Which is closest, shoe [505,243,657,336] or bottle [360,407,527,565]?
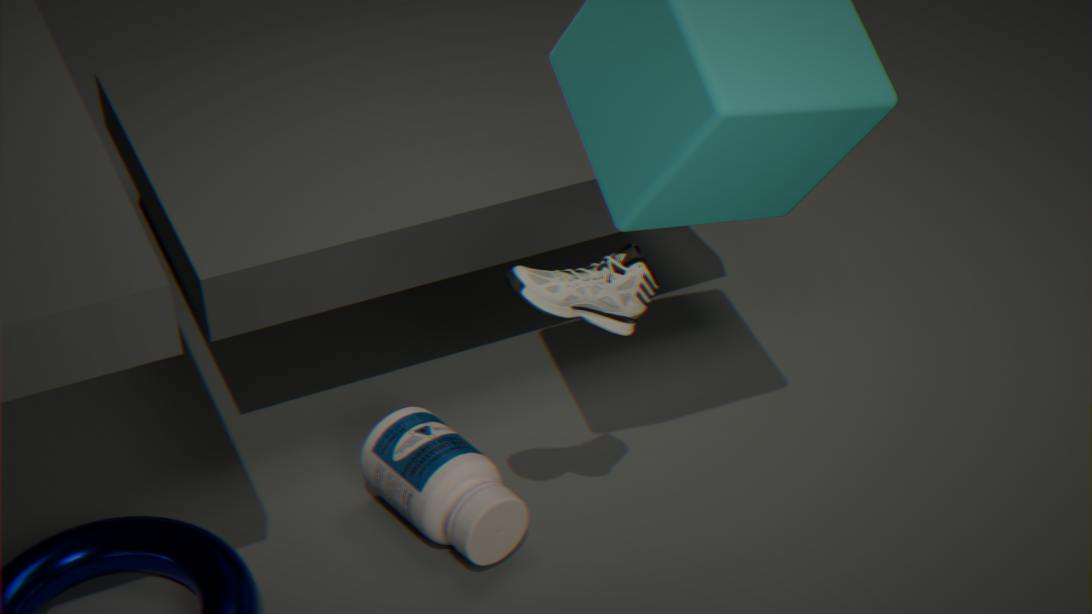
shoe [505,243,657,336]
